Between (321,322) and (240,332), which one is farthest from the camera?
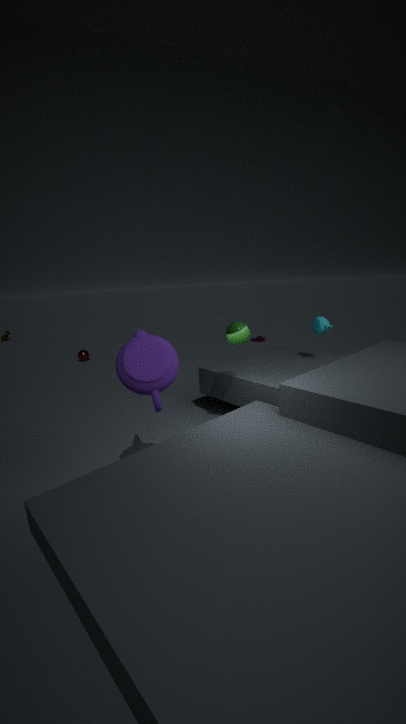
(321,322)
